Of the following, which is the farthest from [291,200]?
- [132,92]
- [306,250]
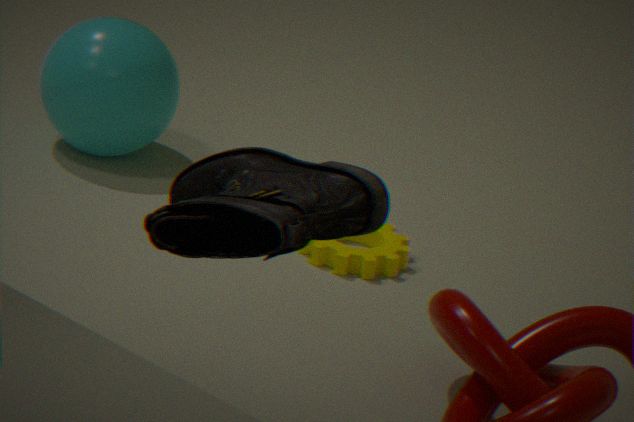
[132,92]
